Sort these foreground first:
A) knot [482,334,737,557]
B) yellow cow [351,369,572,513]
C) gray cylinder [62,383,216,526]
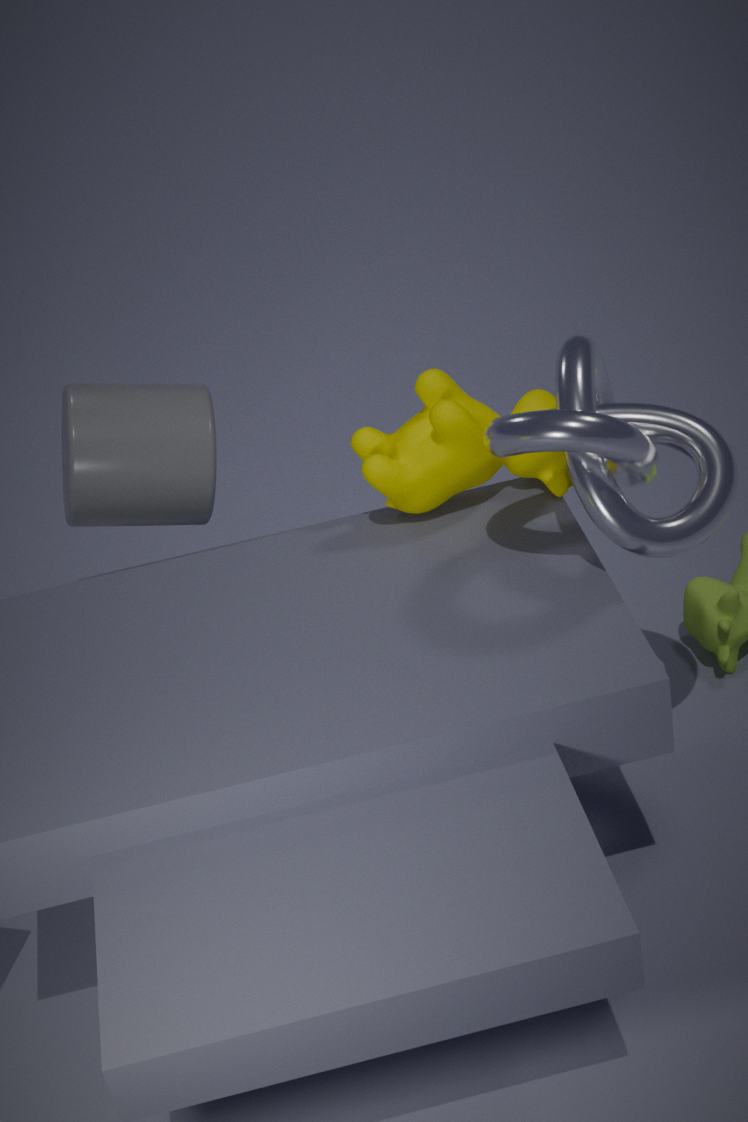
knot [482,334,737,557], yellow cow [351,369,572,513], gray cylinder [62,383,216,526]
